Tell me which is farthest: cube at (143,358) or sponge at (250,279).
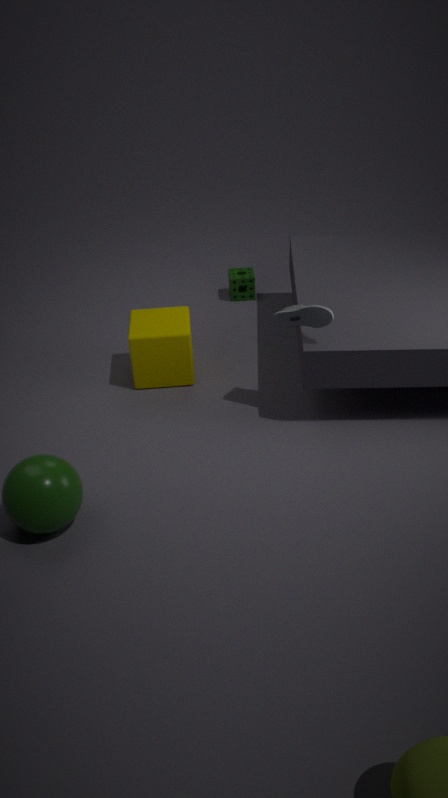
sponge at (250,279)
